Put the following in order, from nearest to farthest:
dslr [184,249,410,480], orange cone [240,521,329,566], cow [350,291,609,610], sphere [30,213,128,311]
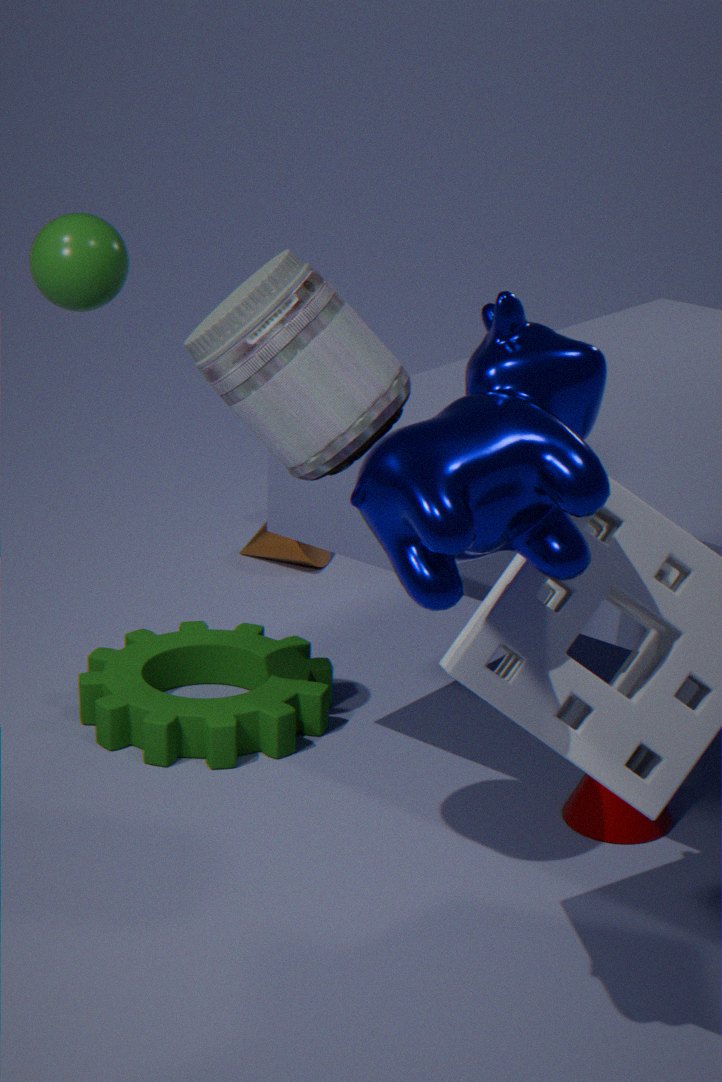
cow [350,291,609,610]
dslr [184,249,410,480]
sphere [30,213,128,311]
orange cone [240,521,329,566]
